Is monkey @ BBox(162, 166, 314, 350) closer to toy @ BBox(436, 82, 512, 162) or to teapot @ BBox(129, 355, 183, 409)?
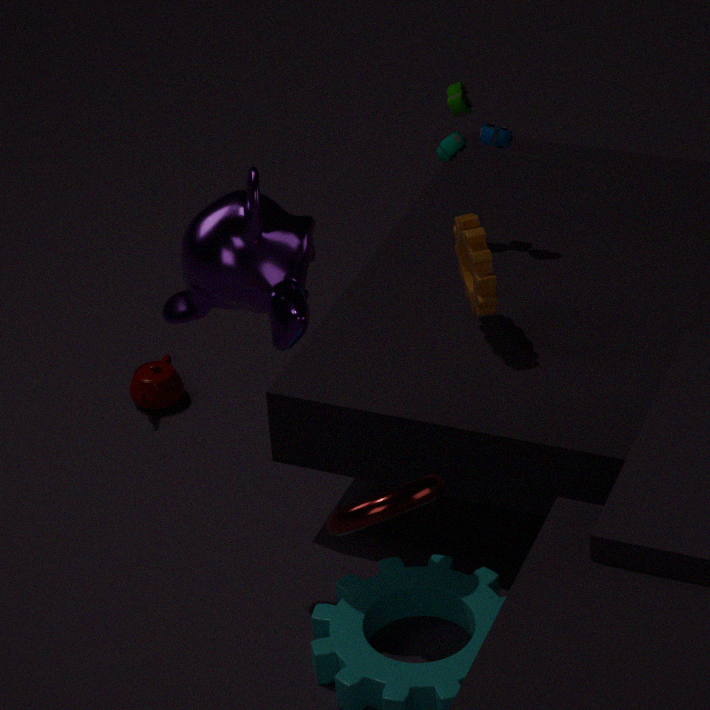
toy @ BBox(436, 82, 512, 162)
